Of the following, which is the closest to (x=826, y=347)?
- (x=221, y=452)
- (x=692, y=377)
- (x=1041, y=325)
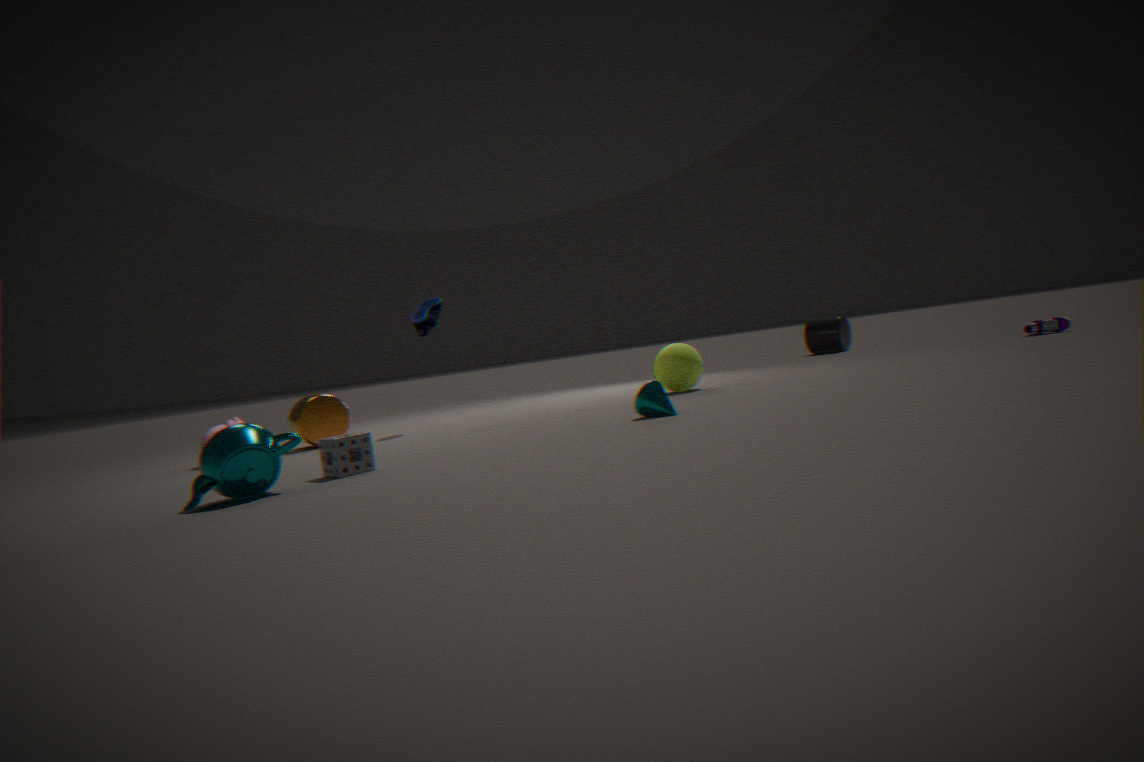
(x=1041, y=325)
